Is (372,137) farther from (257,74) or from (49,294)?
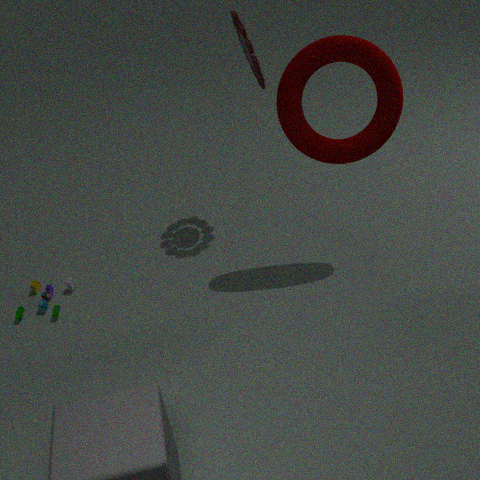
(49,294)
